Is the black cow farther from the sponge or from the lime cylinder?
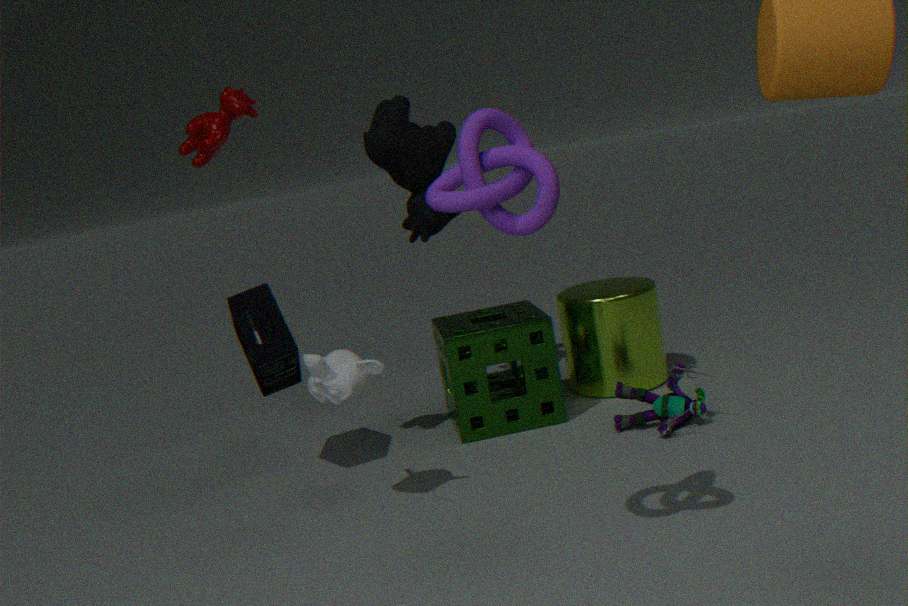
the lime cylinder
